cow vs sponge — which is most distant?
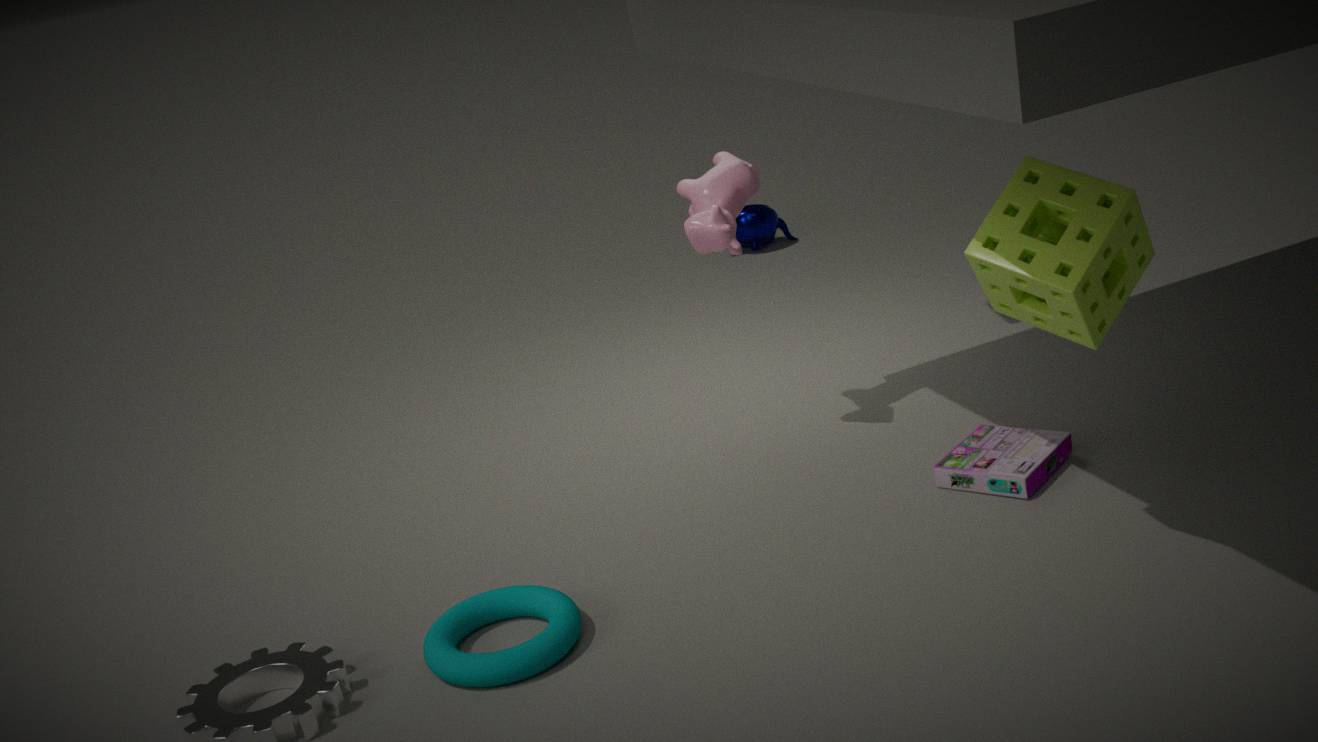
cow
